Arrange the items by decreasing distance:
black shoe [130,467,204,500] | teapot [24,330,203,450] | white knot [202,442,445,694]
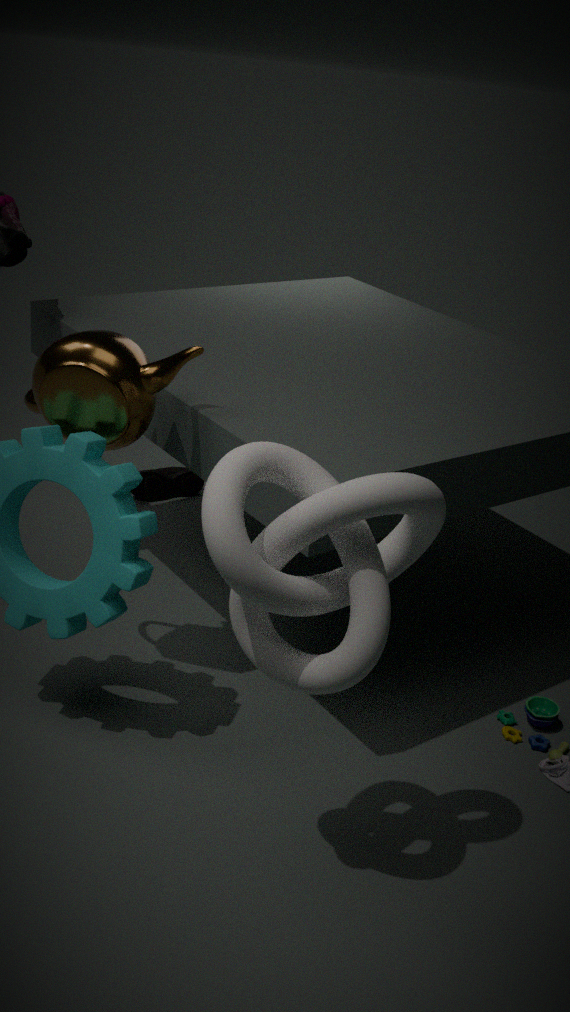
black shoe [130,467,204,500] < teapot [24,330,203,450] < white knot [202,442,445,694]
